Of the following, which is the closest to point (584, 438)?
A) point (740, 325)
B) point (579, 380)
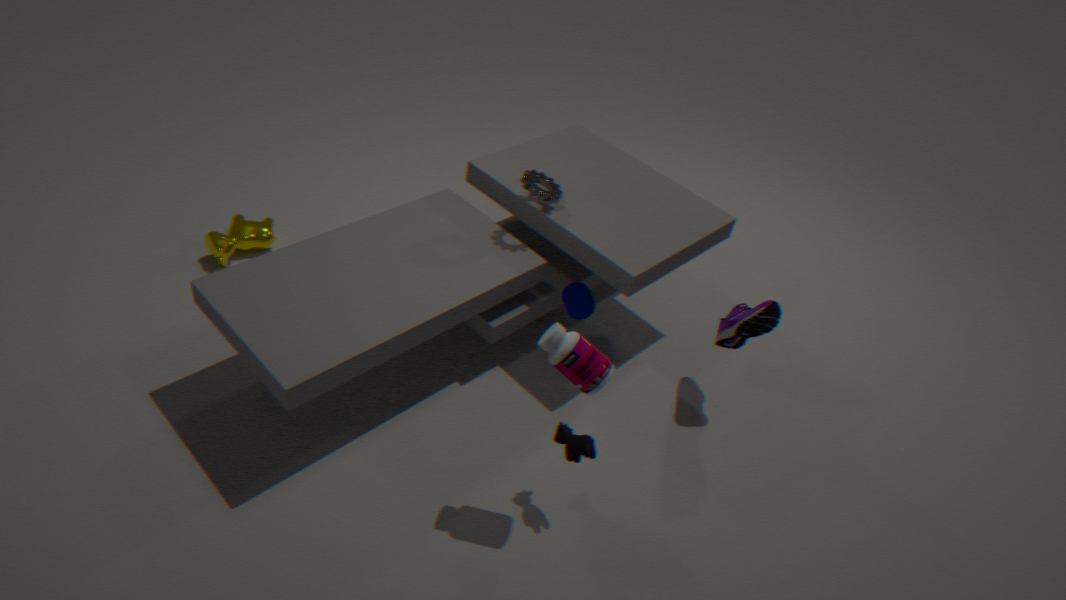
point (579, 380)
